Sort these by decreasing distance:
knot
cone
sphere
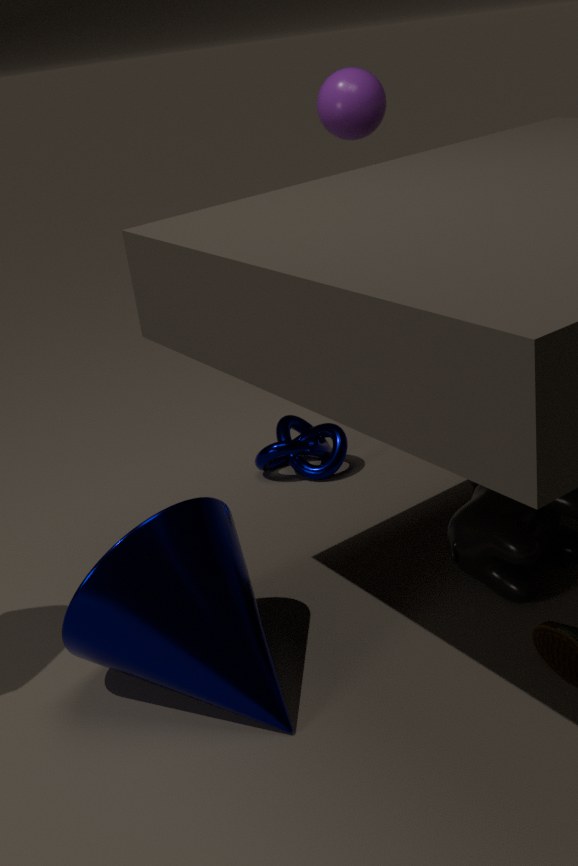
knot, sphere, cone
